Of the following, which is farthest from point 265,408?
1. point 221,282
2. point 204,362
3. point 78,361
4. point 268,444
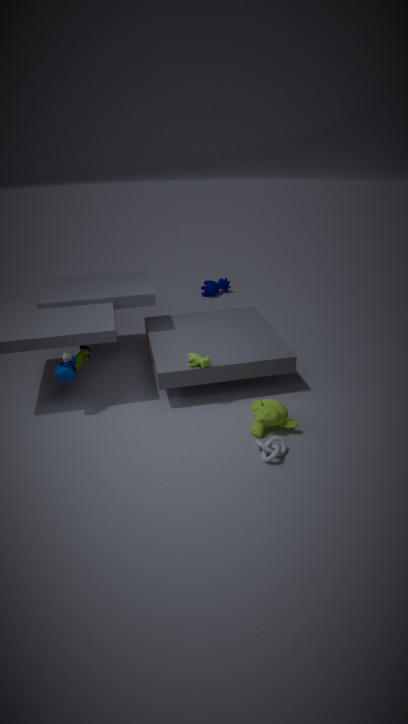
point 221,282
